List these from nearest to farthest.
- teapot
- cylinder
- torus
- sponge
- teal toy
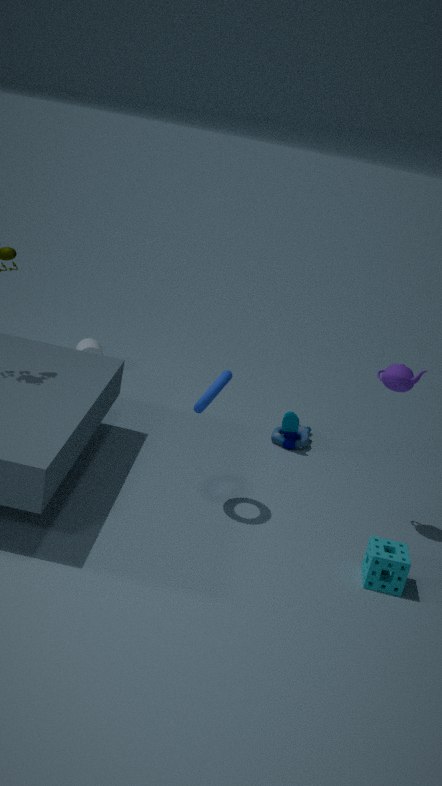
sponge
torus
teapot
teal toy
cylinder
